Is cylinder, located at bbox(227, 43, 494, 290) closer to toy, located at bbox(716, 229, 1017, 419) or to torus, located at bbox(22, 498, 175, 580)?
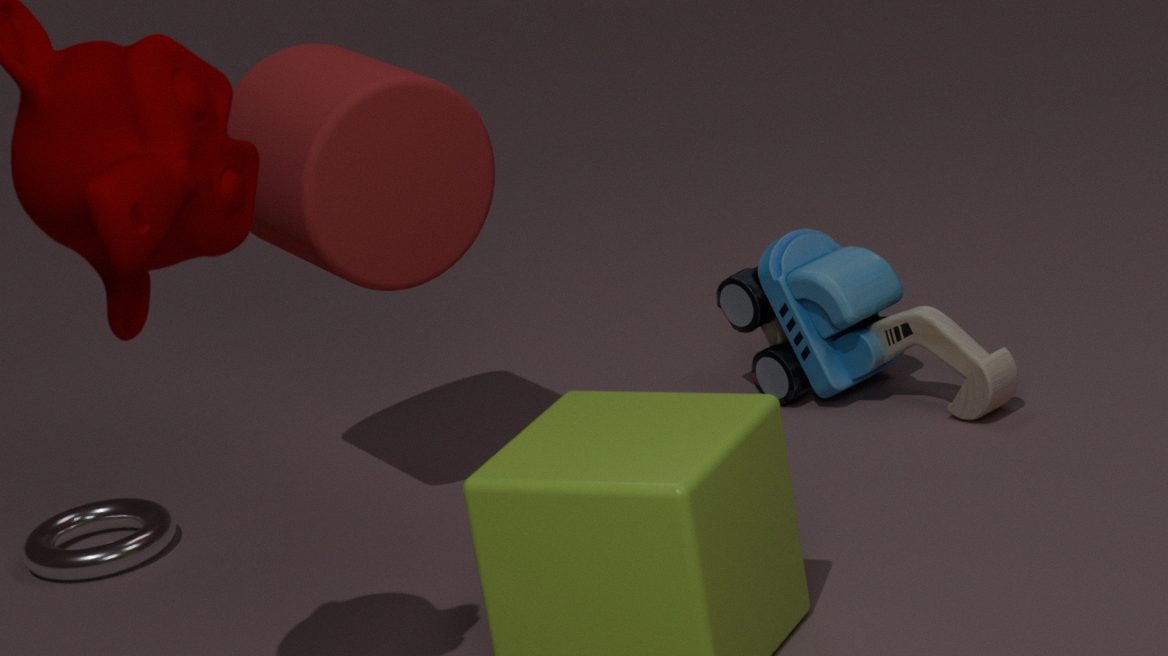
torus, located at bbox(22, 498, 175, 580)
